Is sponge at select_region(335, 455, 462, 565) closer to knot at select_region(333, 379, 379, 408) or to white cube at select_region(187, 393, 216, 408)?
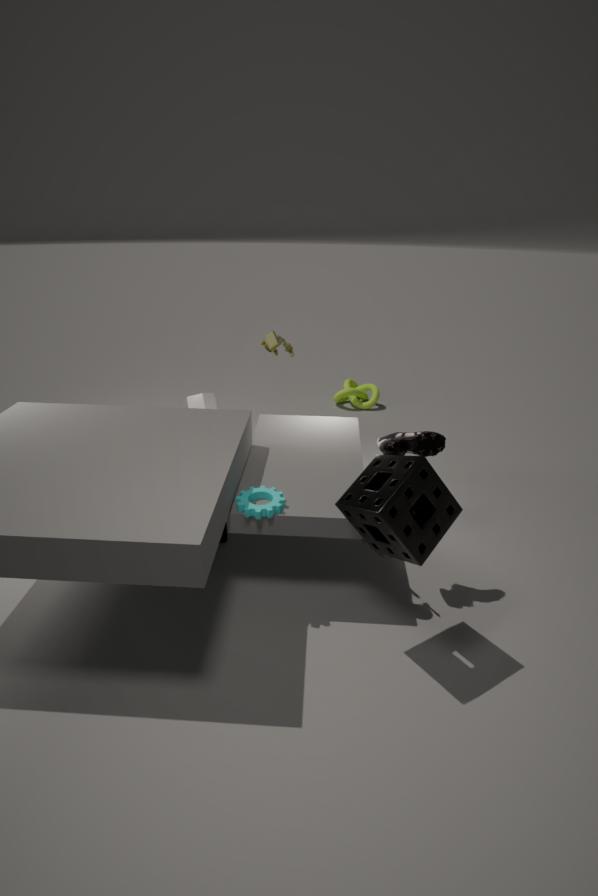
white cube at select_region(187, 393, 216, 408)
